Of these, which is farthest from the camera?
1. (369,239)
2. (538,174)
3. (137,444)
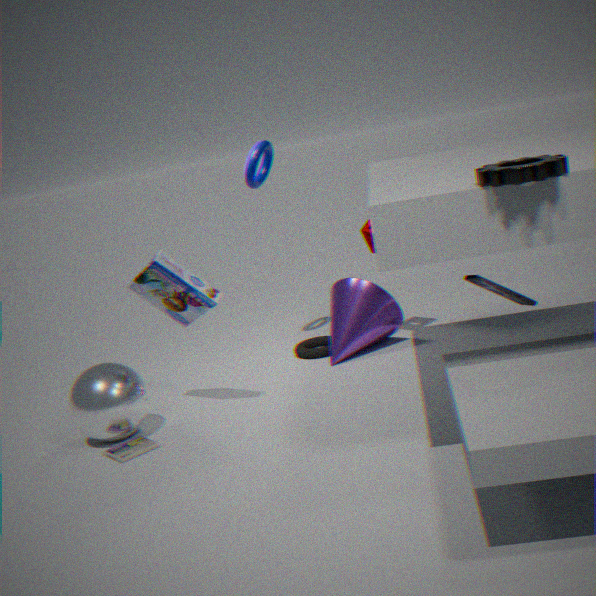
(369,239)
